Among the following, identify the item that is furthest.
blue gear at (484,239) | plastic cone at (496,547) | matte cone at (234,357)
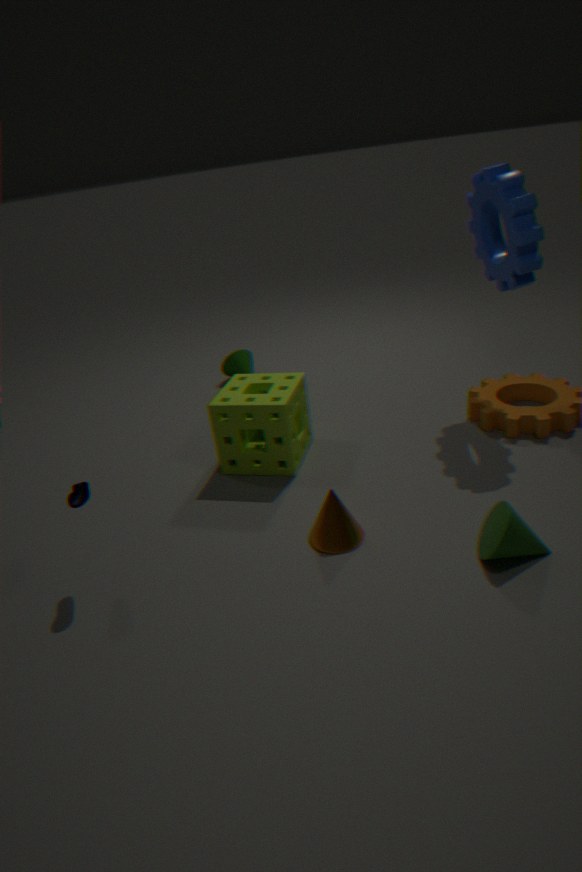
matte cone at (234,357)
